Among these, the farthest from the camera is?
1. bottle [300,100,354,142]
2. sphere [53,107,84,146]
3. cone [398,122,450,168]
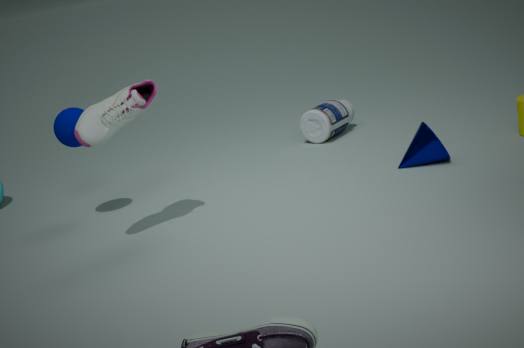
bottle [300,100,354,142]
